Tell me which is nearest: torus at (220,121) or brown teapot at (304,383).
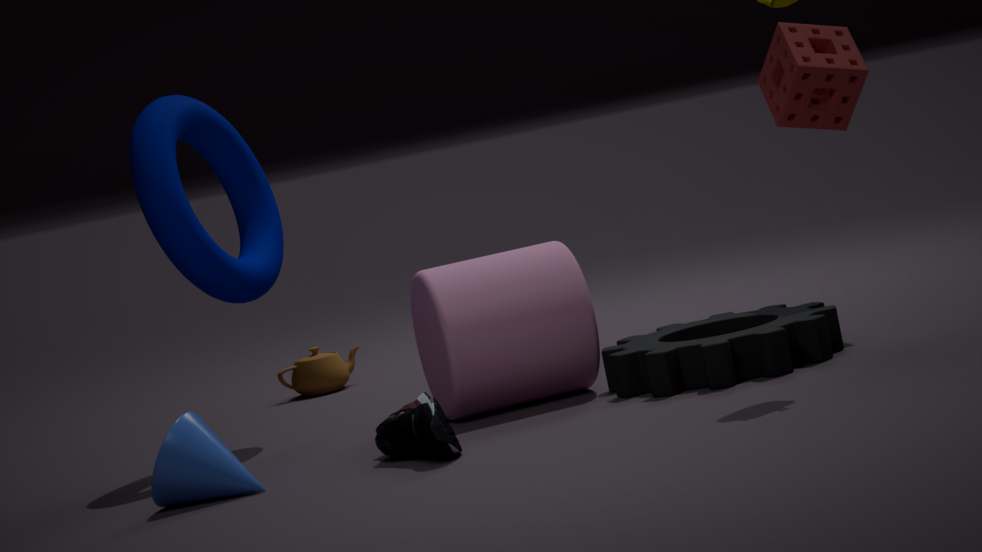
torus at (220,121)
